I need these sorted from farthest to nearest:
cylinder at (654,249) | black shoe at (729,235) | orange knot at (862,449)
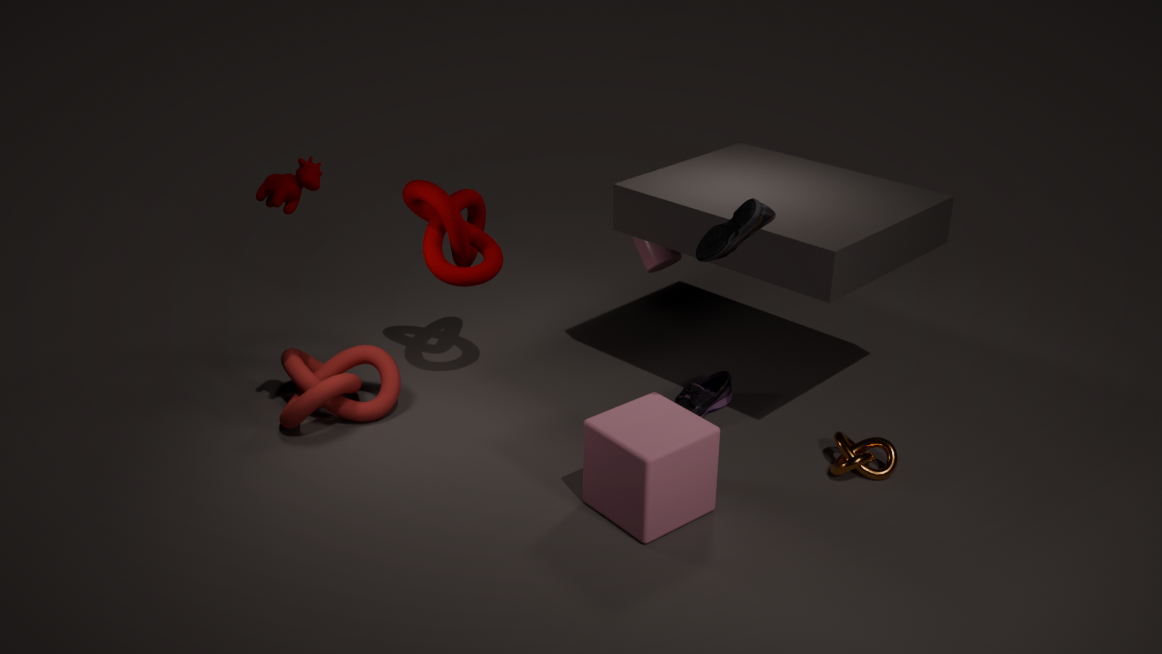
cylinder at (654,249), orange knot at (862,449), black shoe at (729,235)
